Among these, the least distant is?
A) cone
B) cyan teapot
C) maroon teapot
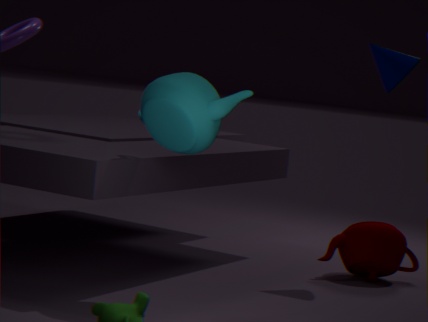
cyan teapot
